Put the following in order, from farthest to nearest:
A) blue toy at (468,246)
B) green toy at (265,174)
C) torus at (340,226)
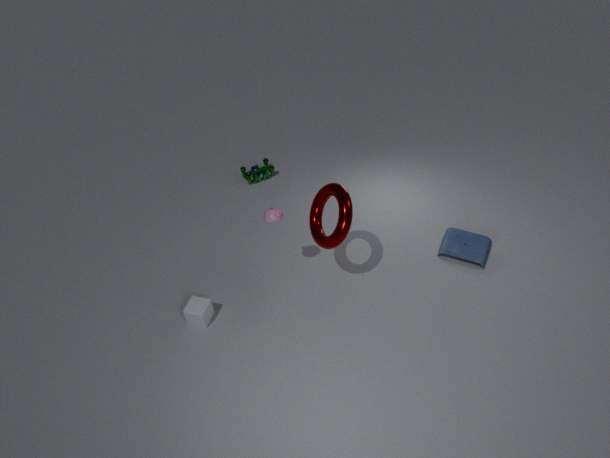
B. green toy at (265,174) < A. blue toy at (468,246) < C. torus at (340,226)
